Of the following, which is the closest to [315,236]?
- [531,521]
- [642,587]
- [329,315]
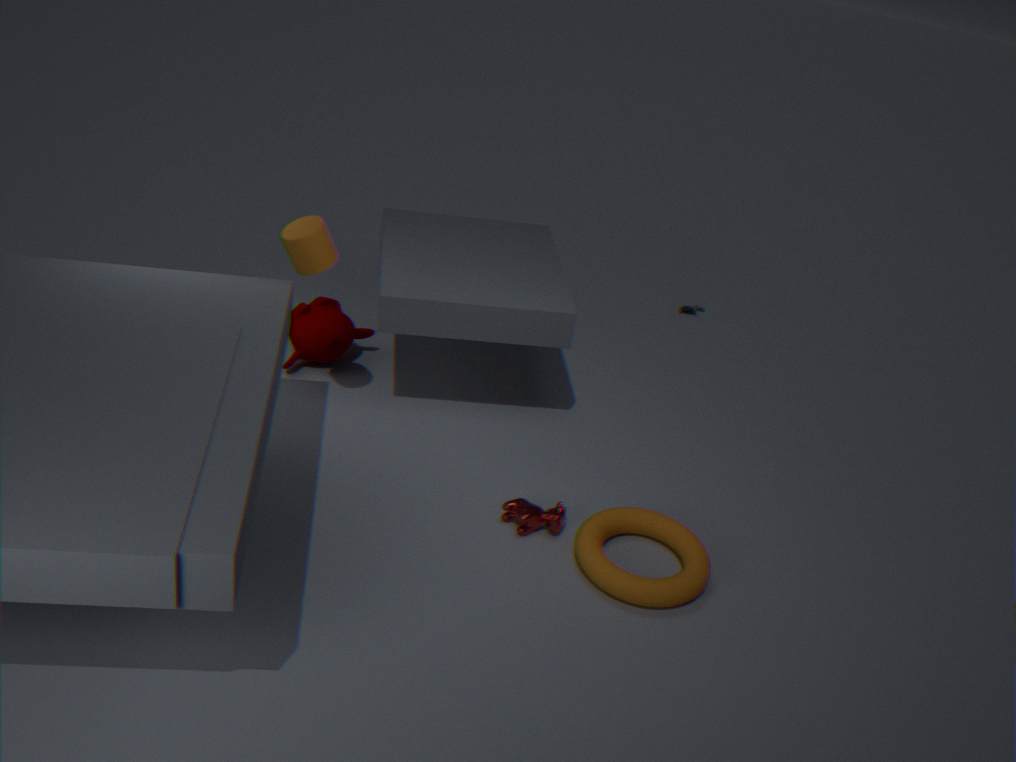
[329,315]
